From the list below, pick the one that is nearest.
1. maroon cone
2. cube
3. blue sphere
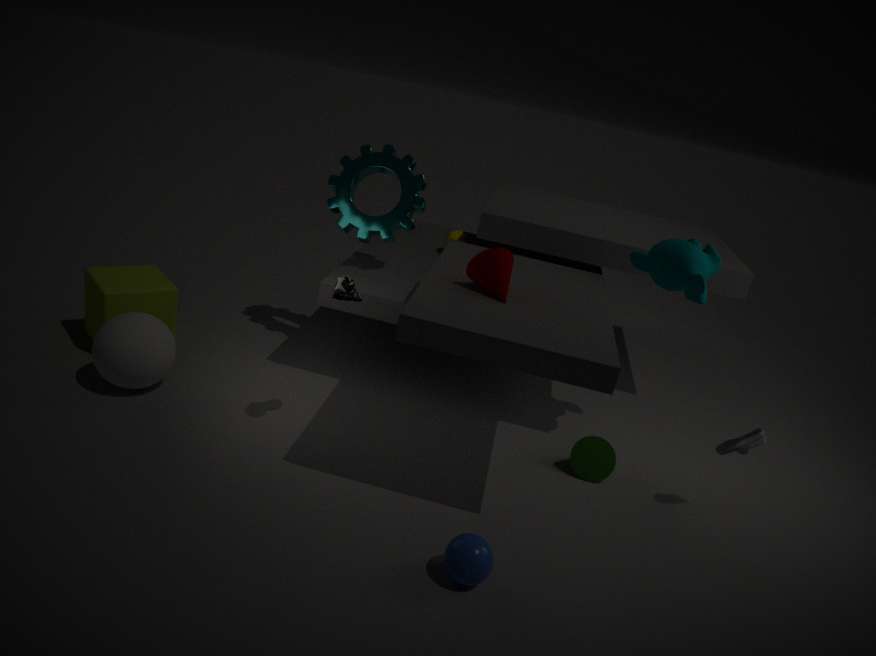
blue sphere
